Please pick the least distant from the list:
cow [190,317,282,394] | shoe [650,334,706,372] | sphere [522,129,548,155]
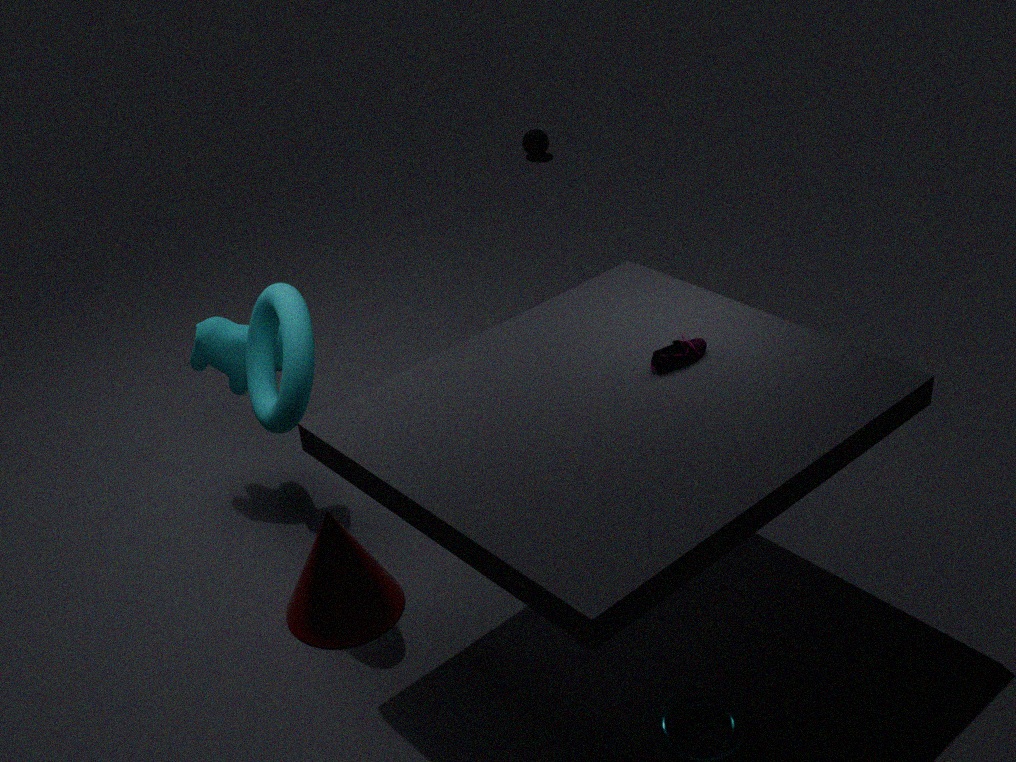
shoe [650,334,706,372]
